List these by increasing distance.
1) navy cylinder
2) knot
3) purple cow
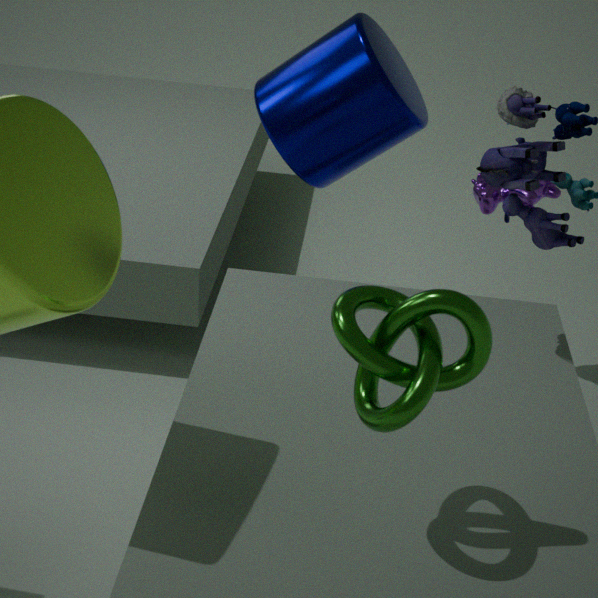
1. 2. knot
2. 1. navy cylinder
3. 3. purple cow
